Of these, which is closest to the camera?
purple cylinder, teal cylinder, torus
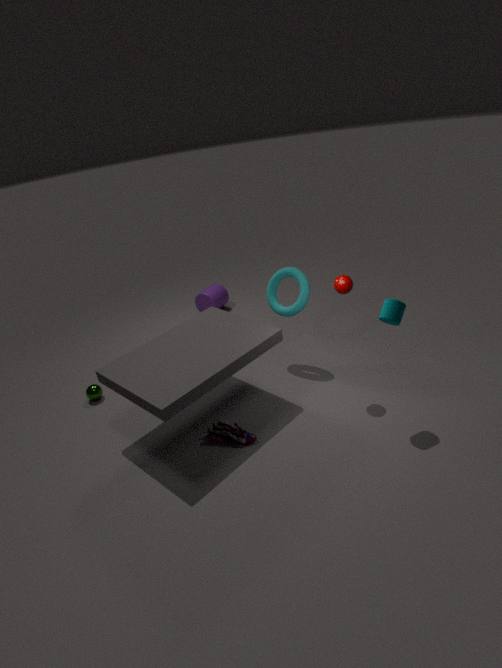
teal cylinder
